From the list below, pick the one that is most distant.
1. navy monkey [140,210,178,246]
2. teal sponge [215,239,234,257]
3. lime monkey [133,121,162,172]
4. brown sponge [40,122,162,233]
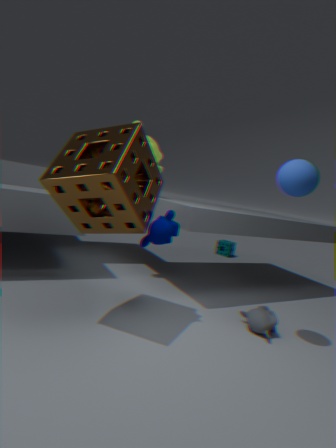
teal sponge [215,239,234,257]
